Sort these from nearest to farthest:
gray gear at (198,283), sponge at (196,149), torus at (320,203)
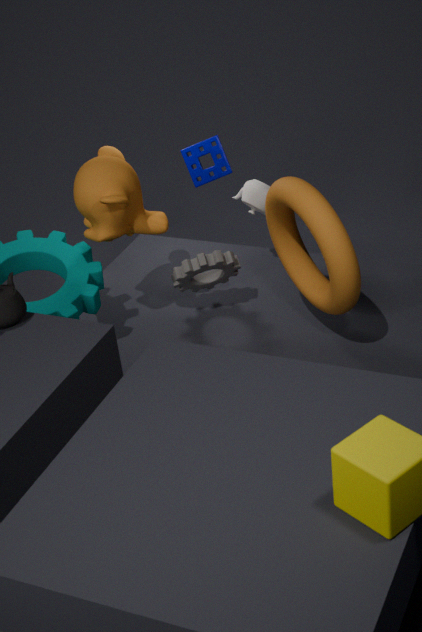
torus at (320,203), gray gear at (198,283), sponge at (196,149)
